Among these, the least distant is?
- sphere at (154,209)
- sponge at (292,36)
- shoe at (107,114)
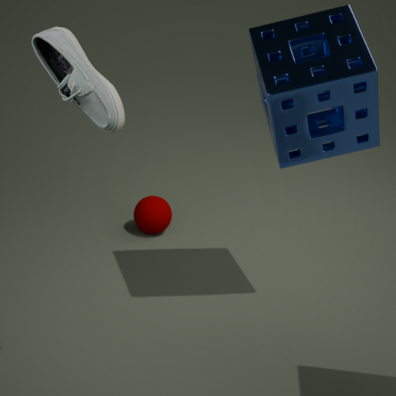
shoe at (107,114)
